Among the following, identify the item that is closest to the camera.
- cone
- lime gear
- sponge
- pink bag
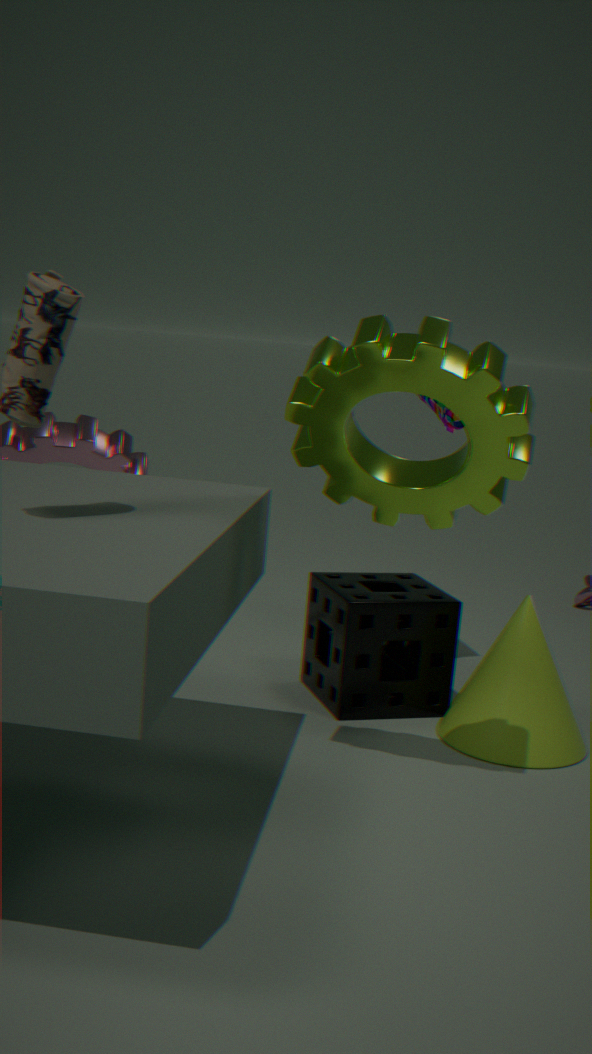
lime gear
